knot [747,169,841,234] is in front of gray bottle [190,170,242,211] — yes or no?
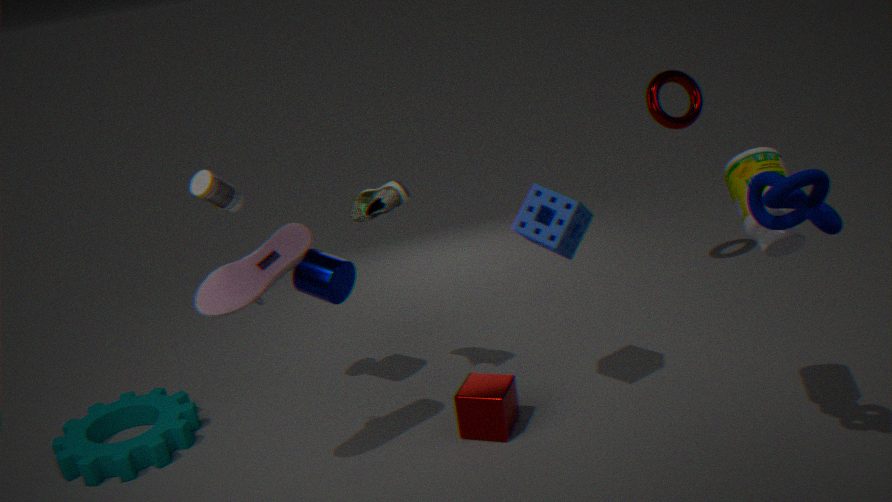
Yes
